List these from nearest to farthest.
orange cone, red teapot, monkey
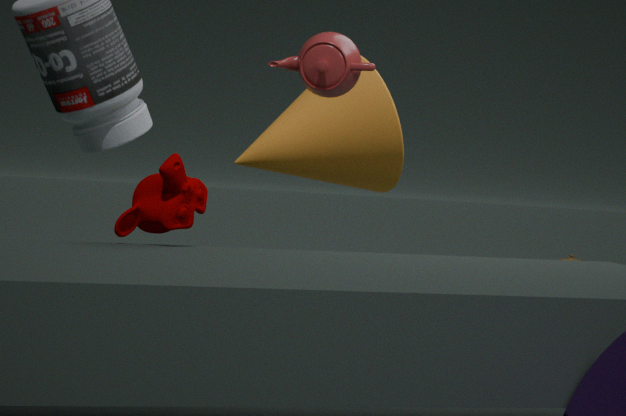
monkey, red teapot, orange cone
